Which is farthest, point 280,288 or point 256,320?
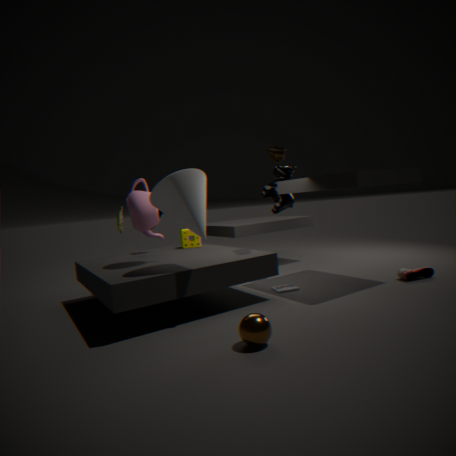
point 280,288
